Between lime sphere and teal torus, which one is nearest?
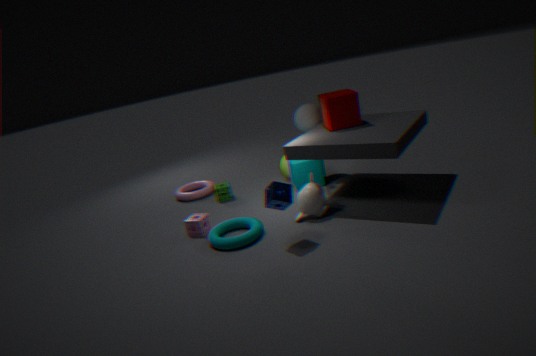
teal torus
